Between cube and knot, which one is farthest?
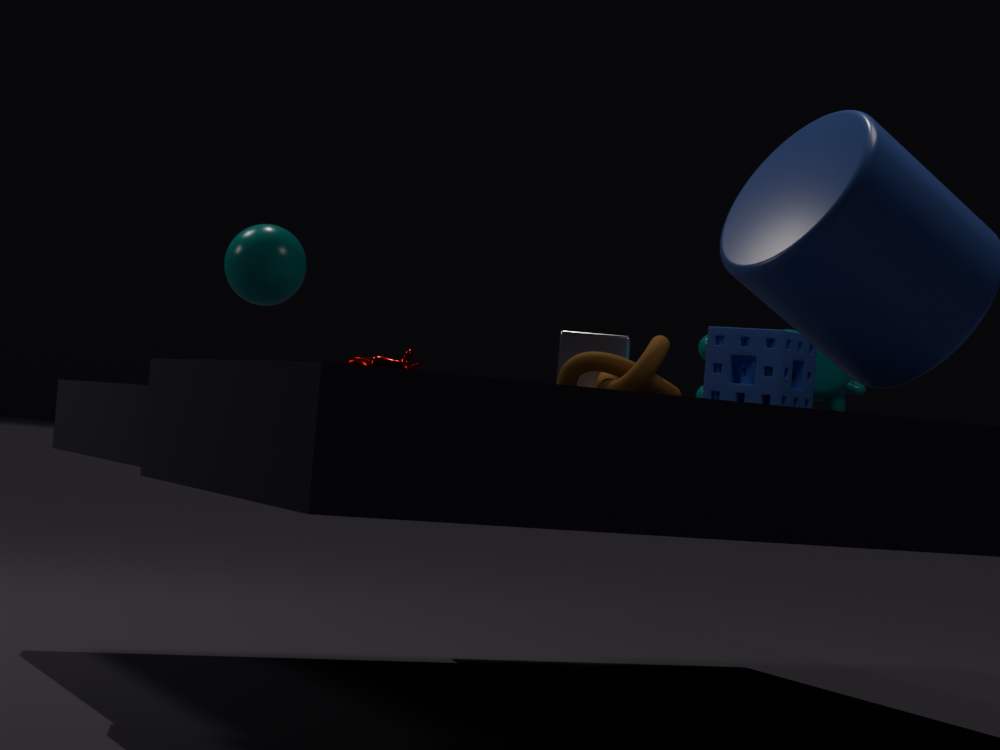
cube
